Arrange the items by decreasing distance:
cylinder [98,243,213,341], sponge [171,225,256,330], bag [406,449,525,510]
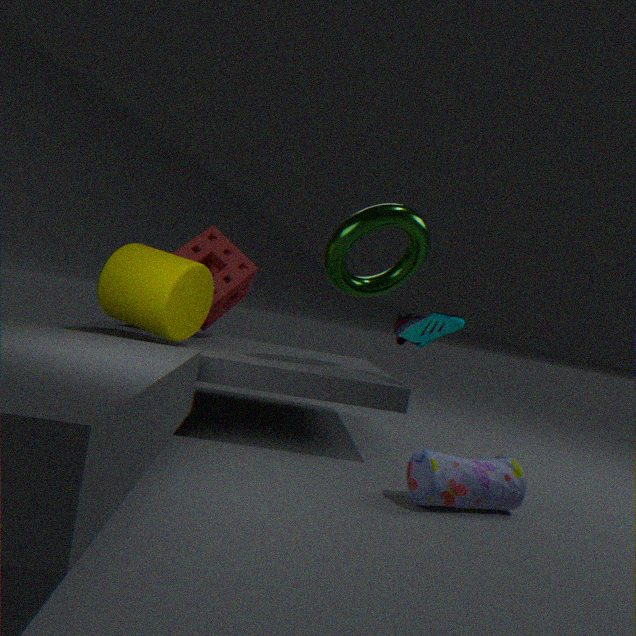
sponge [171,225,256,330], cylinder [98,243,213,341], bag [406,449,525,510]
